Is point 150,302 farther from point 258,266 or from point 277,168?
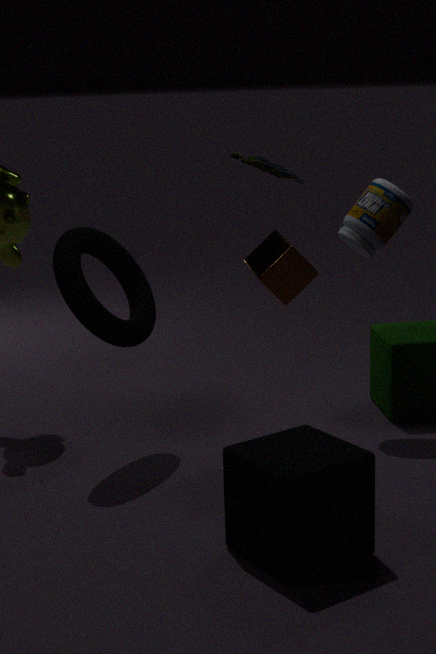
point 277,168
